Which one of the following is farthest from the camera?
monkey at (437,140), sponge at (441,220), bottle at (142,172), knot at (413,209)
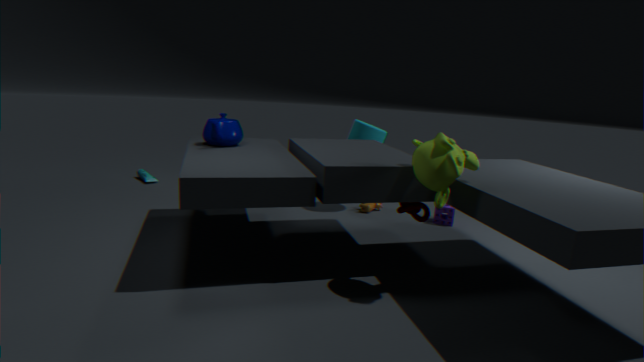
bottle at (142,172)
